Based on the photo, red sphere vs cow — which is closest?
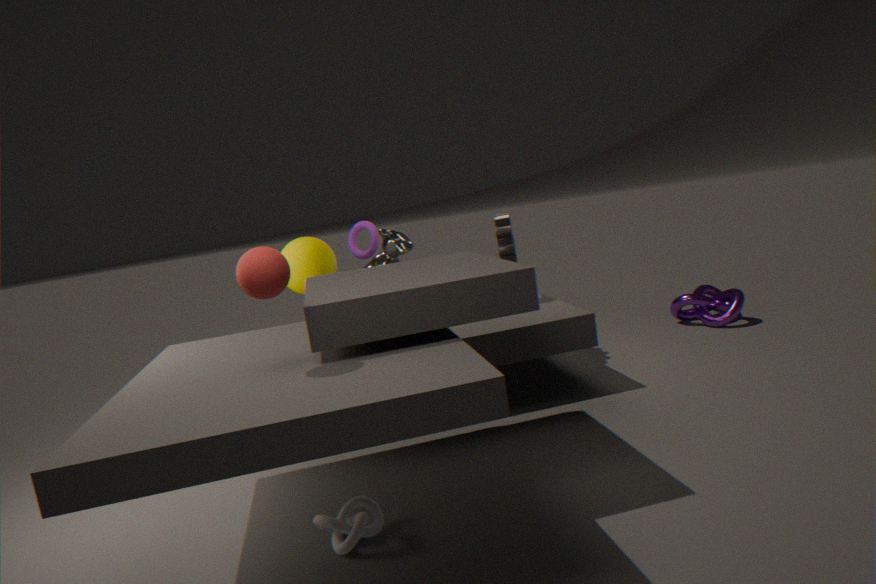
red sphere
